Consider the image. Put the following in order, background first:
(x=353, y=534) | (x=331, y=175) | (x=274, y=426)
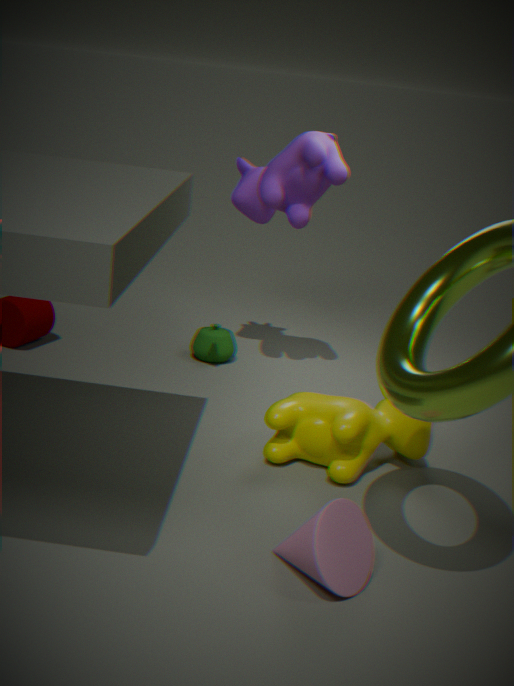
(x=331, y=175)
(x=274, y=426)
(x=353, y=534)
